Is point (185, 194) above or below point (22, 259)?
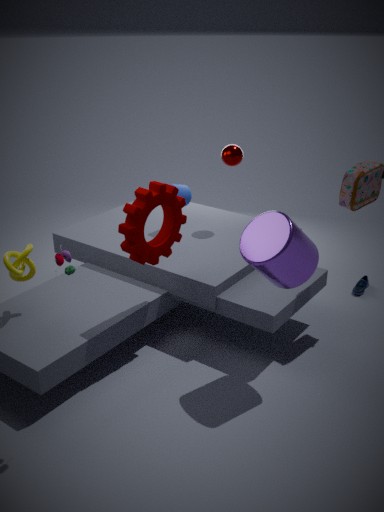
above
